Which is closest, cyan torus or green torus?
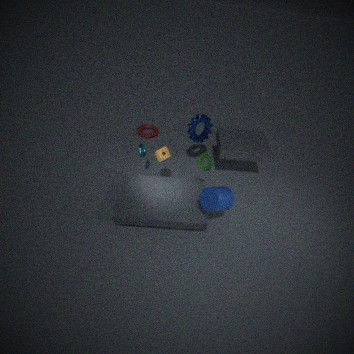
green torus
